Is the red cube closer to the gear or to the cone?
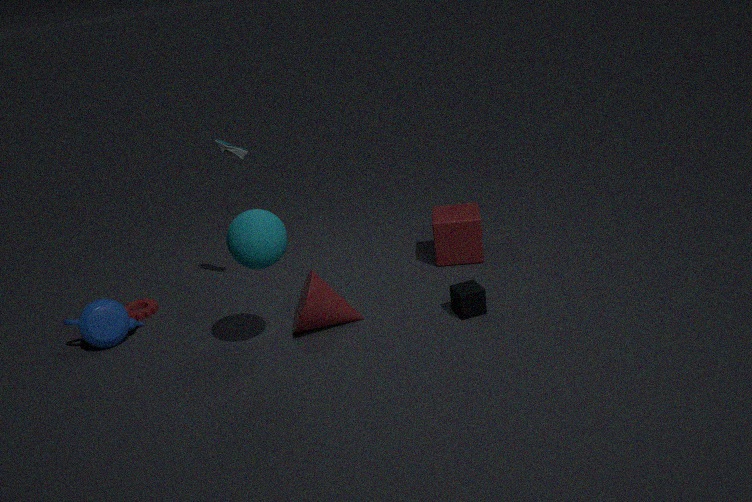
the cone
